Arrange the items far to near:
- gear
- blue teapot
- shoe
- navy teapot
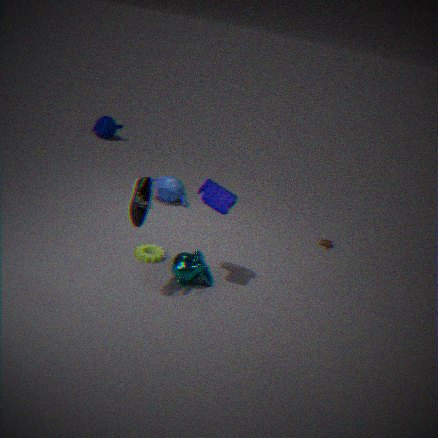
navy teapot → blue teapot → gear → shoe
